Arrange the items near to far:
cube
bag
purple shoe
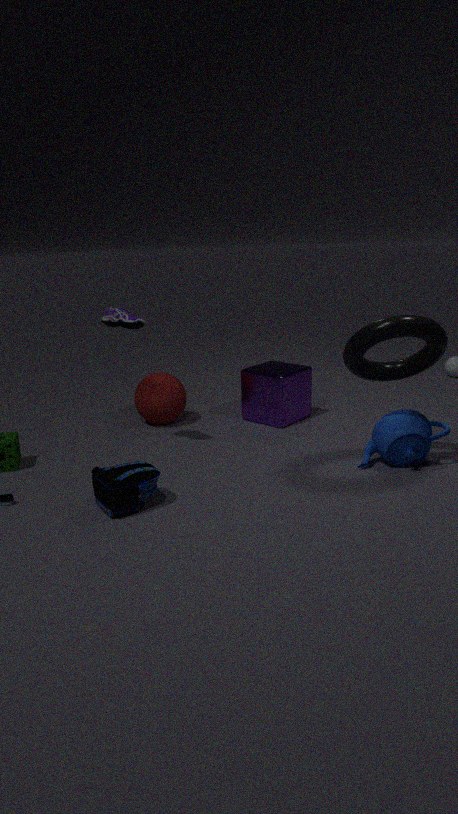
bag → purple shoe → cube
